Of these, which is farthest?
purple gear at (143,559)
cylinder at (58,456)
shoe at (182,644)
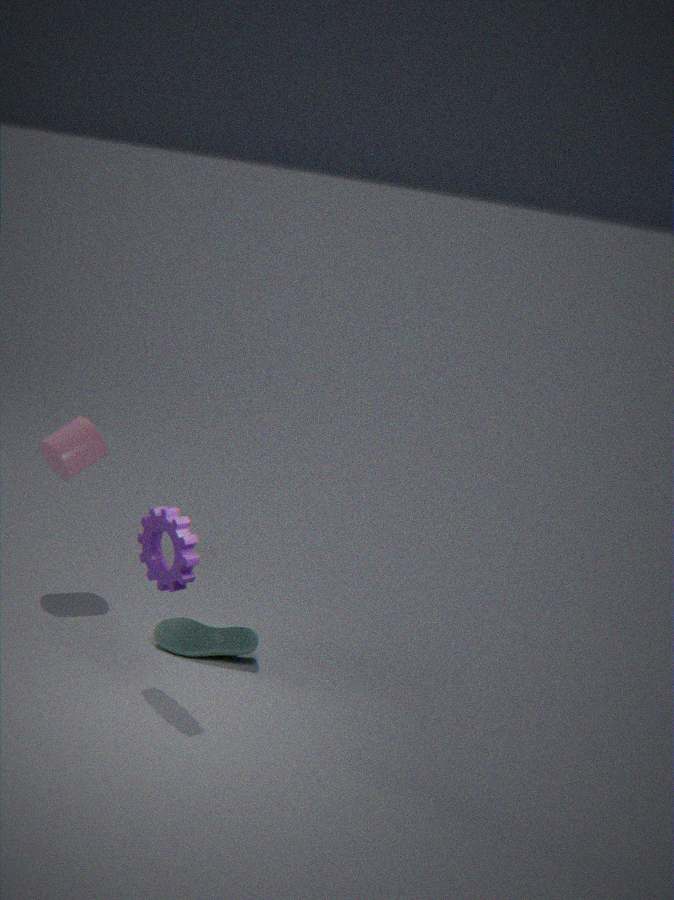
cylinder at (58,456)
